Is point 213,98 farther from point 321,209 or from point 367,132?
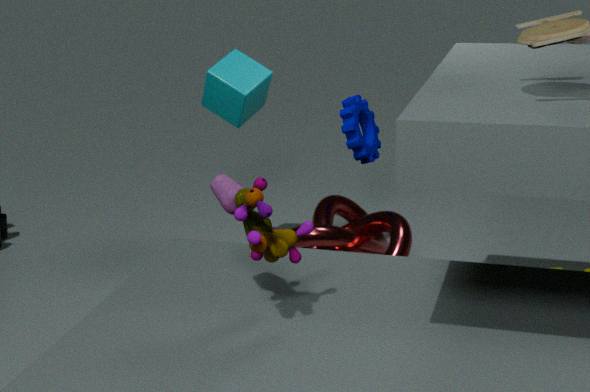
point 321,209
